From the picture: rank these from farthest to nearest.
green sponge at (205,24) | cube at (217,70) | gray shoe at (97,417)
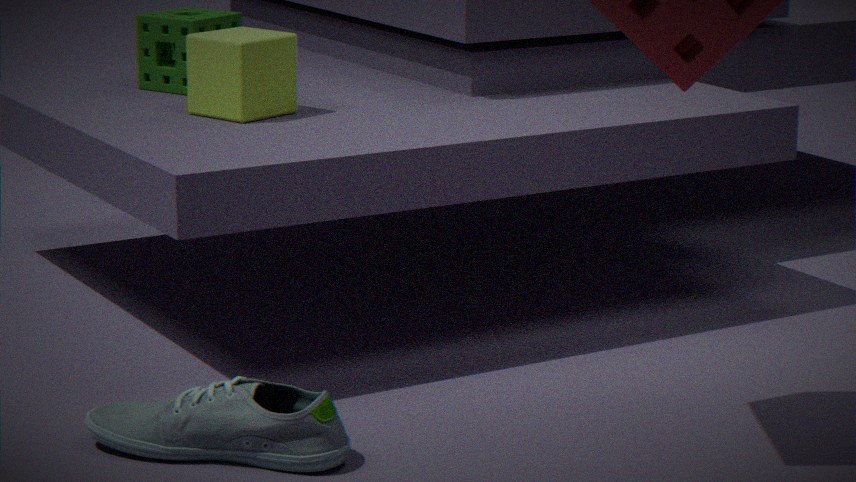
green sponge at (205,24) < cube at (217,70) < gray shoe at (97,417)
